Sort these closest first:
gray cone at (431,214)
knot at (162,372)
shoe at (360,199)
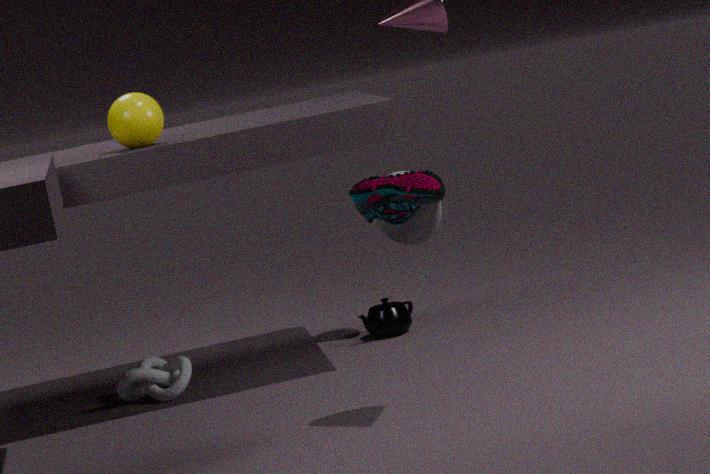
1. shoe at (360,199)
2. gray cone at (431,214)
3. knot at (162,372)
